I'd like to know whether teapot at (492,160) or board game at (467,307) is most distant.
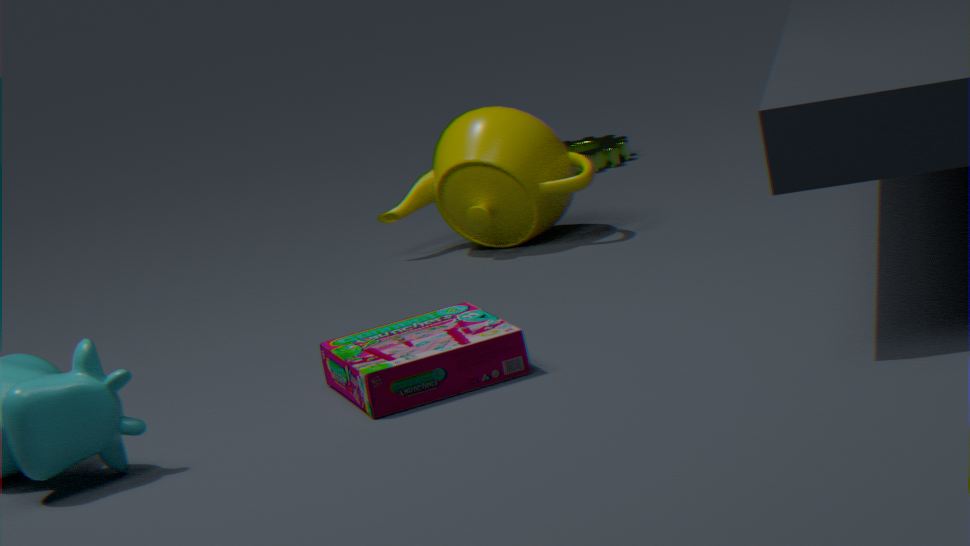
teapot at (492,160)
